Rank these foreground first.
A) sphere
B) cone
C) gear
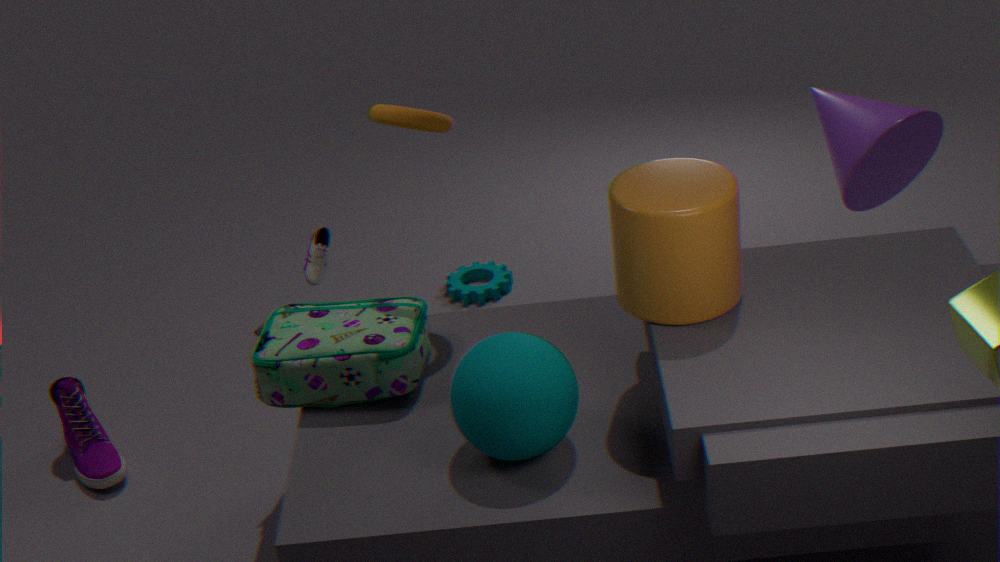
sphere → cone → gear
